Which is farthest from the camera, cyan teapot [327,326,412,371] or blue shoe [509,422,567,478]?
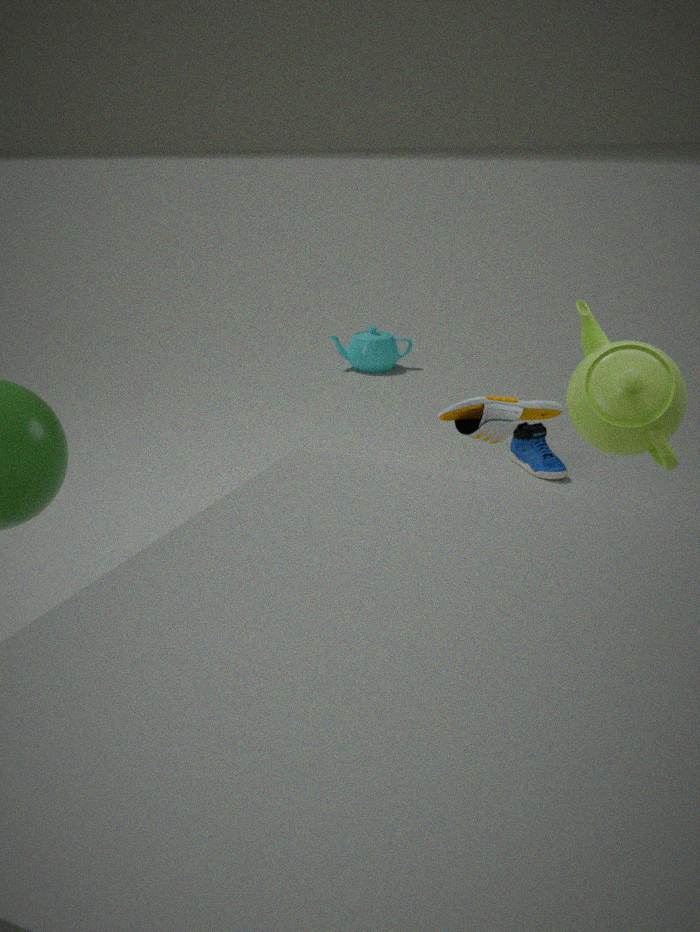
cyan teapot [327,326,412,371]
